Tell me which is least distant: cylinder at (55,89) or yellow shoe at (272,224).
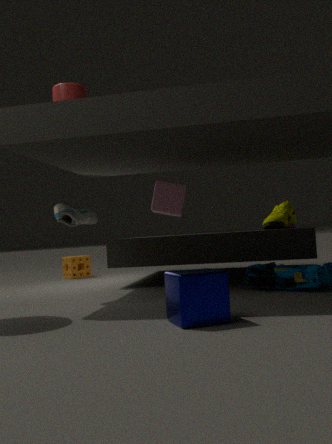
cylinder at (55,89)
